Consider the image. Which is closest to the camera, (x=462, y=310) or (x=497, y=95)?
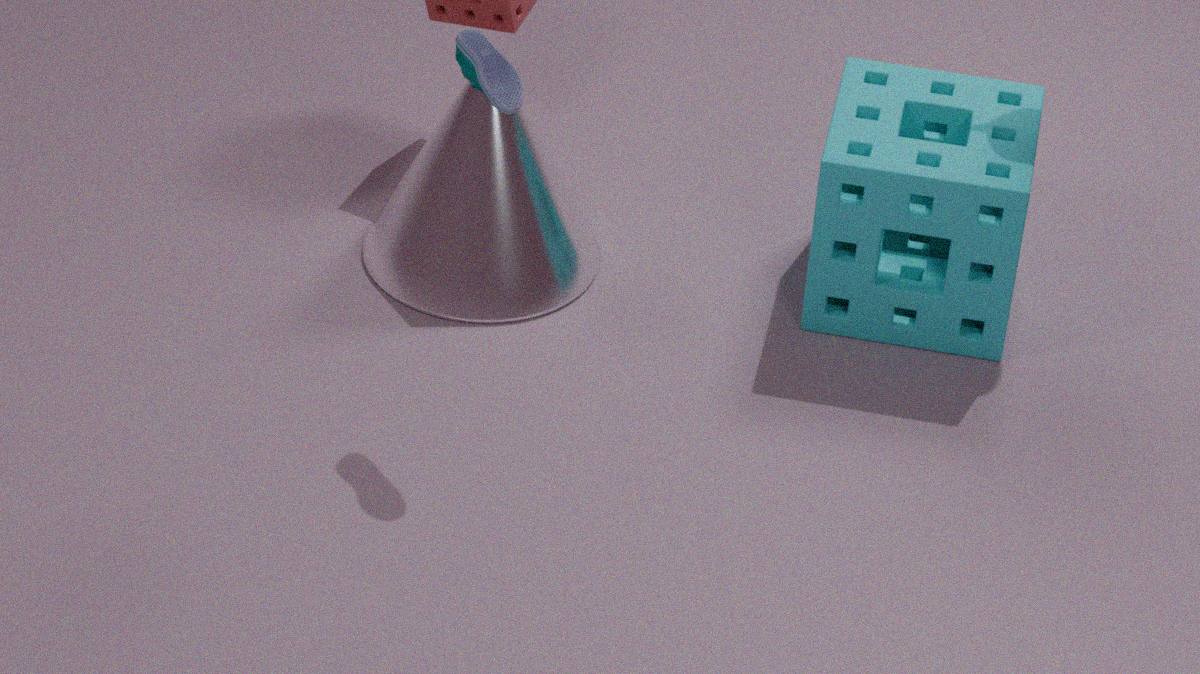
(x=497, y=95)
